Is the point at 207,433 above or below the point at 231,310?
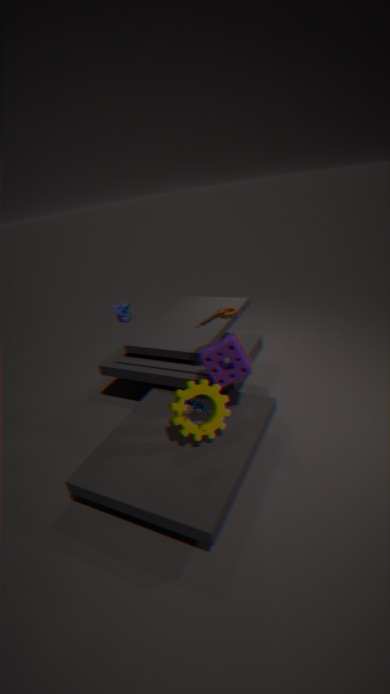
below
